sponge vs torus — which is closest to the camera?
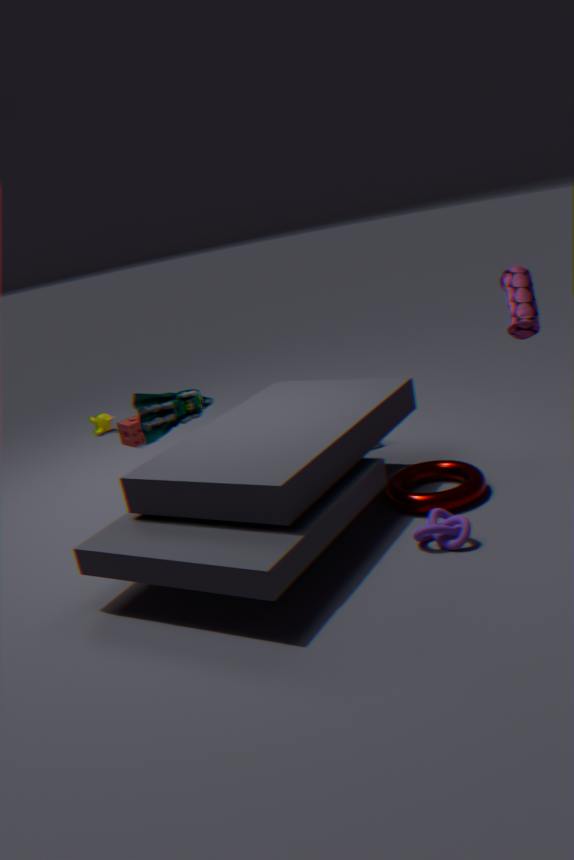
torus
